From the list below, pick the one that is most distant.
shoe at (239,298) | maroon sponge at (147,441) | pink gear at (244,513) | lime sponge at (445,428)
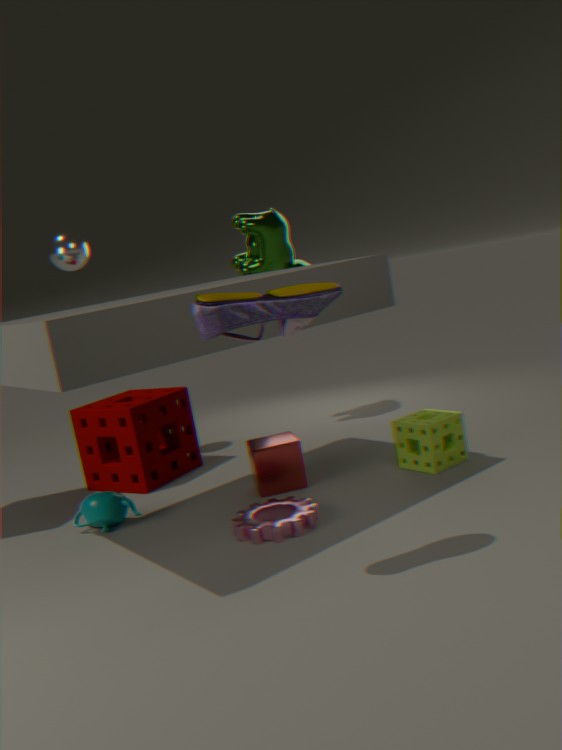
maroon sponge at (147,441)
